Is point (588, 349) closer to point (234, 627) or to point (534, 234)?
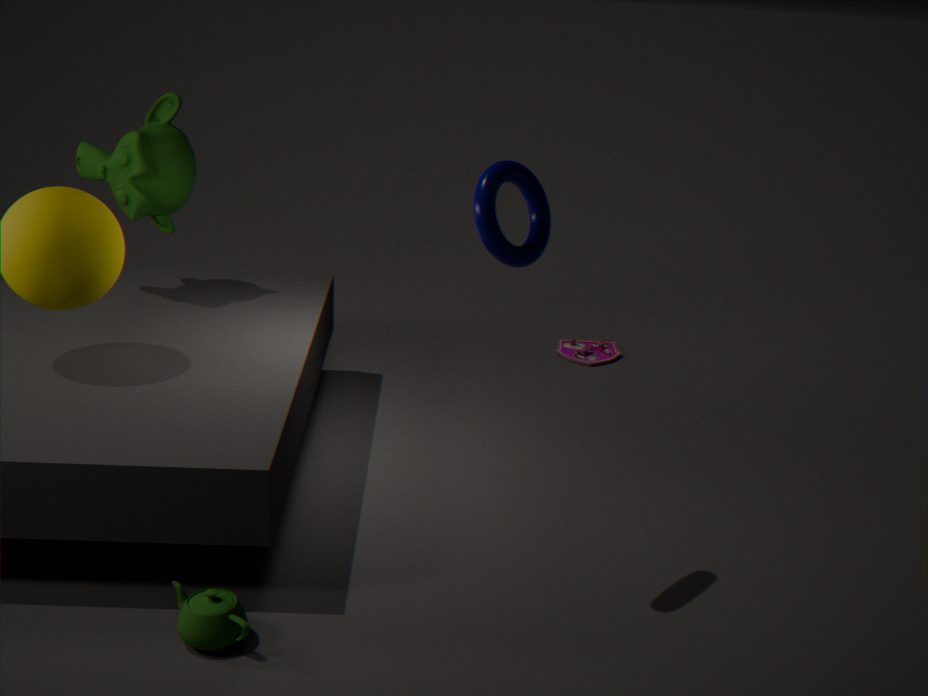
point (534, 234)
